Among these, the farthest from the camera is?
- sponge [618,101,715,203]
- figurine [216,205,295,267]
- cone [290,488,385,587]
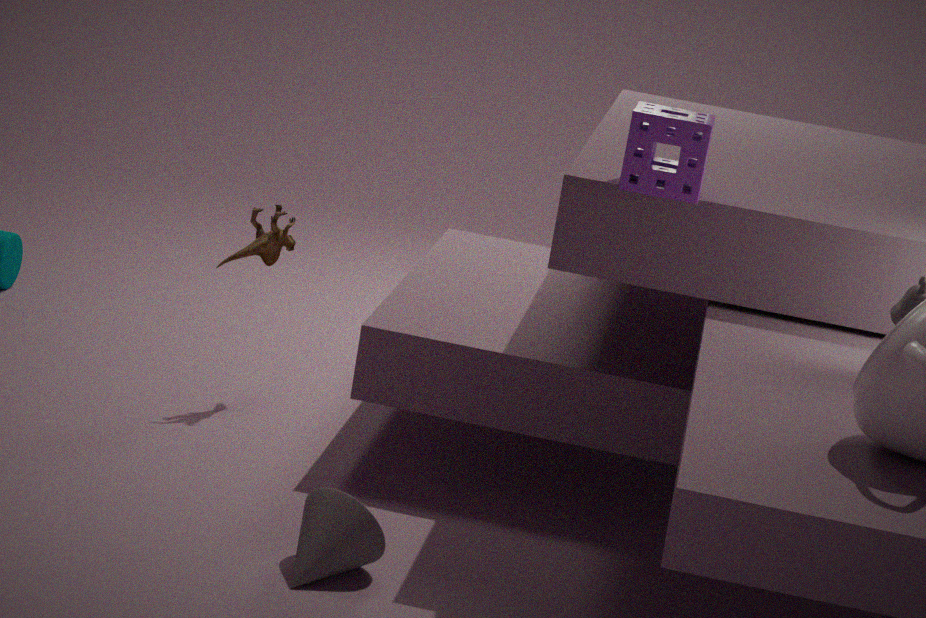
figurine [216,205,295,267]
